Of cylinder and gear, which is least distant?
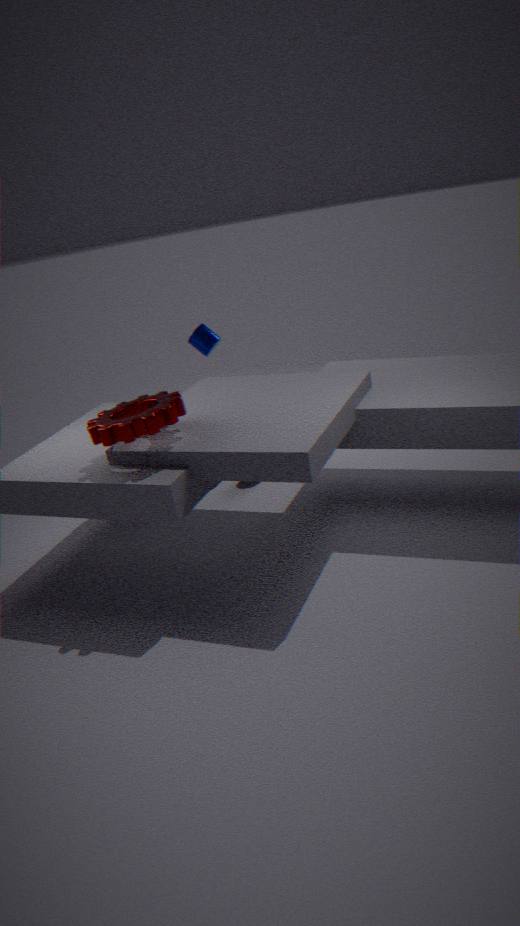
gear
